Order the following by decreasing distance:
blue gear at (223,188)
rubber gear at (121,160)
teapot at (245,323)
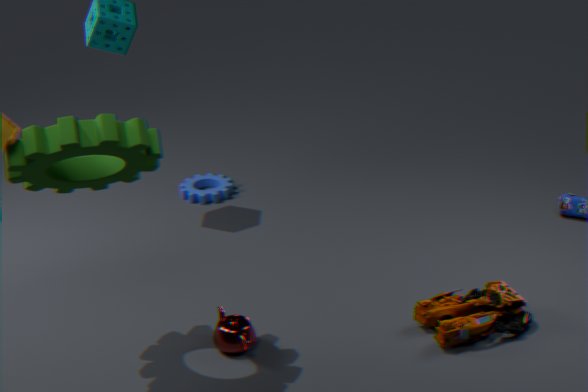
blue gear at (223,188) < teapot at (245,323) < rubber gear at (121,160)
